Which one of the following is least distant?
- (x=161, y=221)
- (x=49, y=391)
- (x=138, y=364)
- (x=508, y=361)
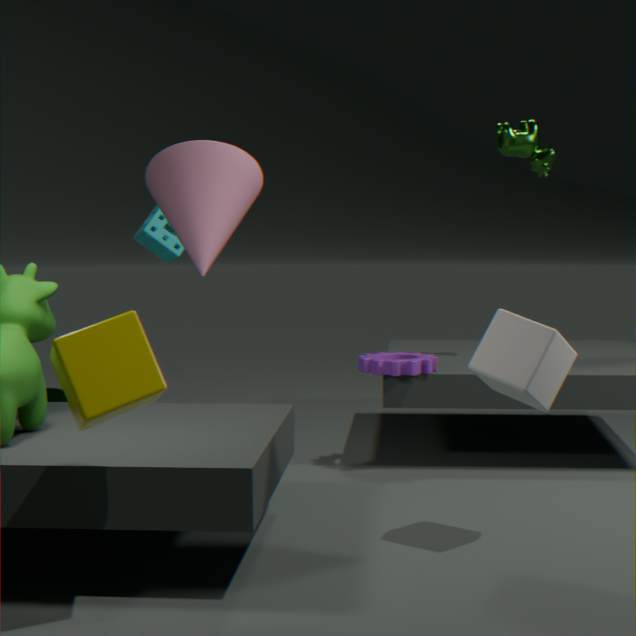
(x=138, y=364)
